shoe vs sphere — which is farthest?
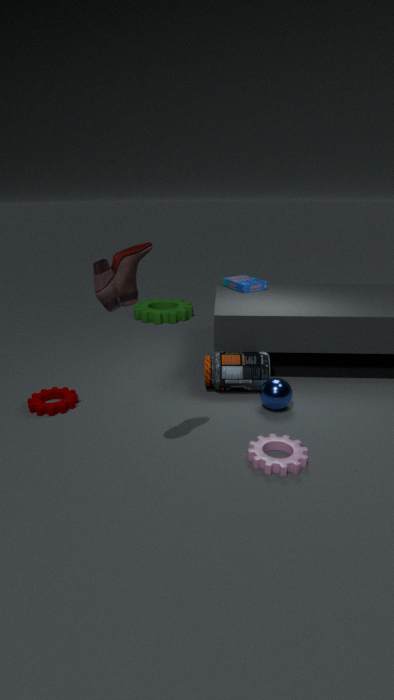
sphere
